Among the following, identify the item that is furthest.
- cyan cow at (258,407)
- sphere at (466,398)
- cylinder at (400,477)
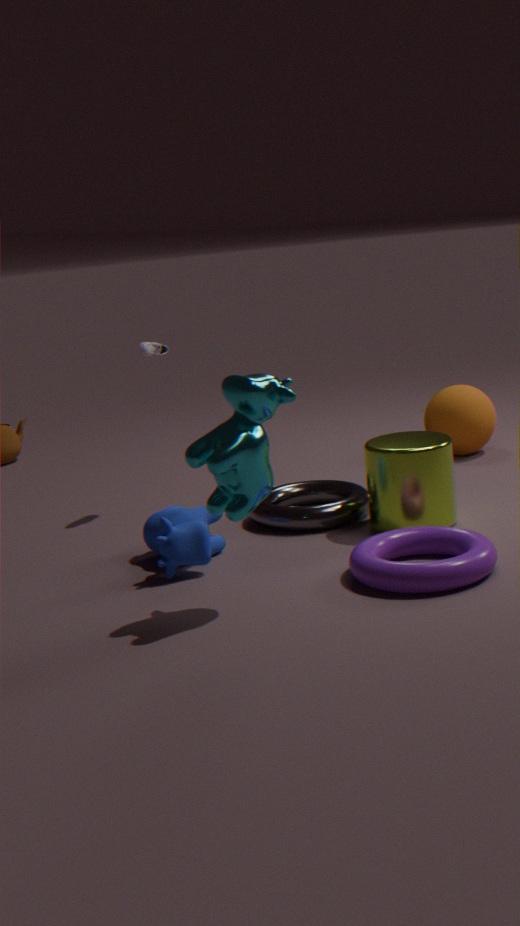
sphere at (466,398)
